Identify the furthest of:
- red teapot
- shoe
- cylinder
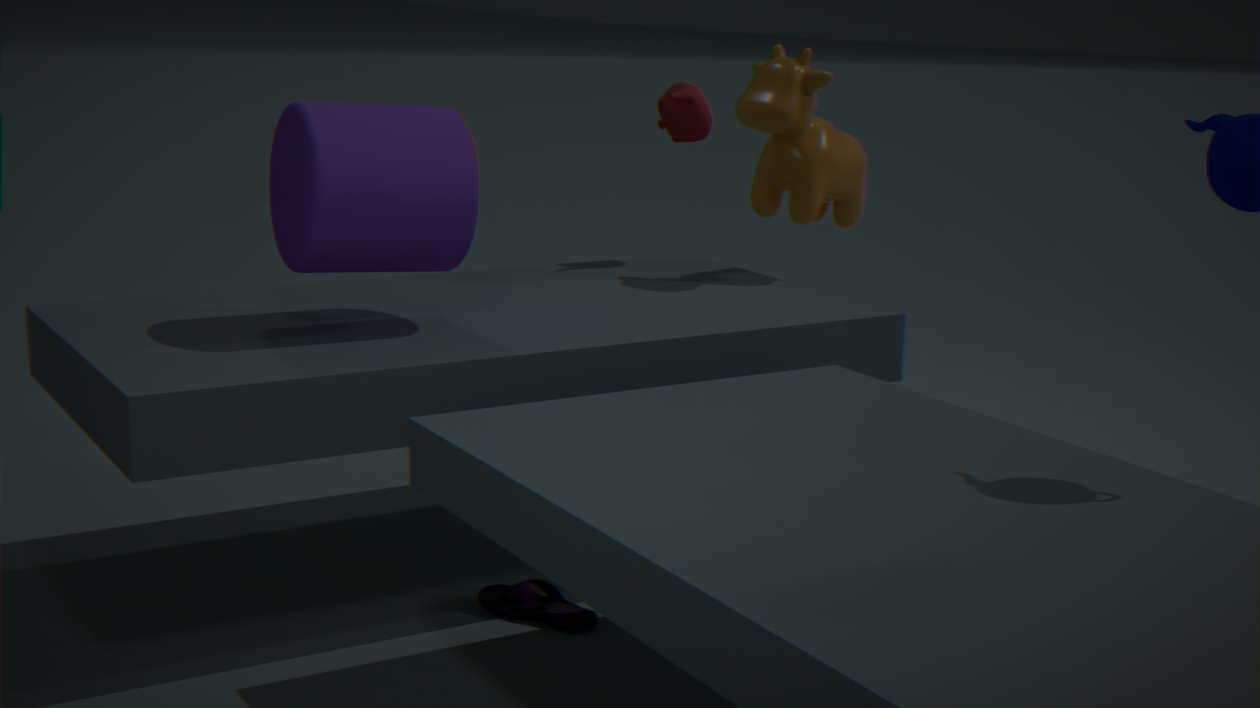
red teapot
